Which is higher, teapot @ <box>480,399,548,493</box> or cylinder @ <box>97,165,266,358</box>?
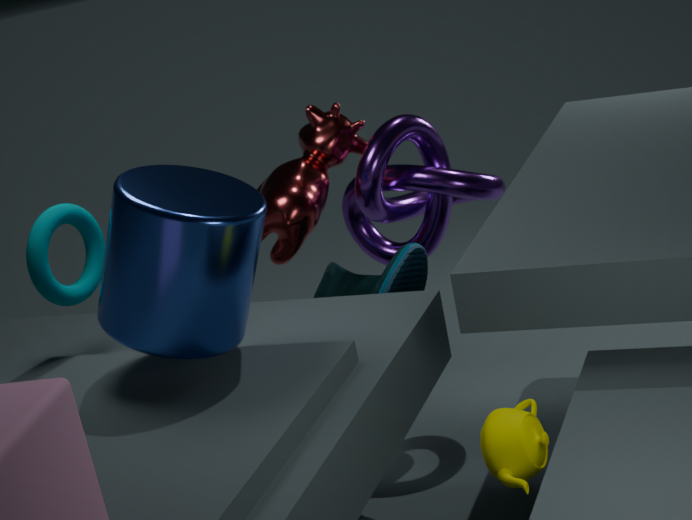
cylinder @ <box>97,165,266,358</box>
